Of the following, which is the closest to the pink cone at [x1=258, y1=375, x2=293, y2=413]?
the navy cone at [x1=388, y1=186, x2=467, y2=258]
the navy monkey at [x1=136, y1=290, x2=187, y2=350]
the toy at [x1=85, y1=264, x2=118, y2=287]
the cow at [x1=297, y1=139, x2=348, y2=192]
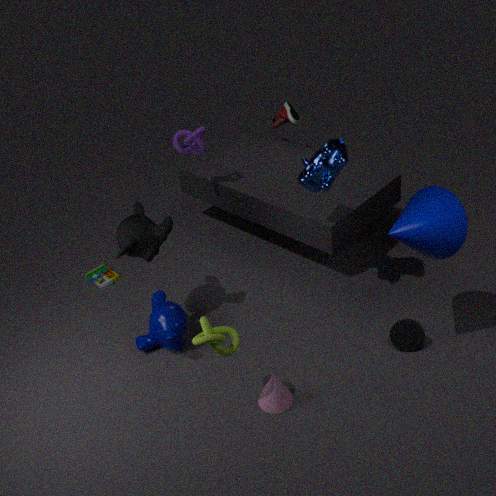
the navy monkey at [x1=136, y1=290, x2=187, y2=350]
